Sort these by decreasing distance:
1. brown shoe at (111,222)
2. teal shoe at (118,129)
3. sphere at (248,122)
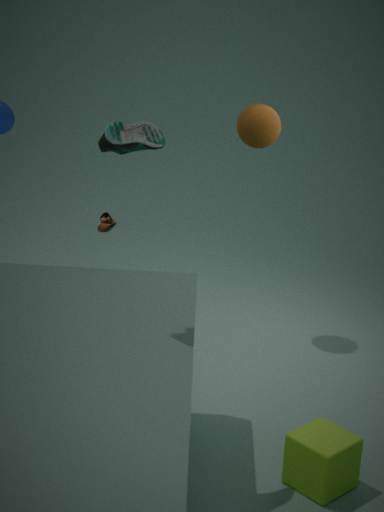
1. brown shoe at (111,222)
2. sphere at (248,122)
3. teal shoe at (118,129)
